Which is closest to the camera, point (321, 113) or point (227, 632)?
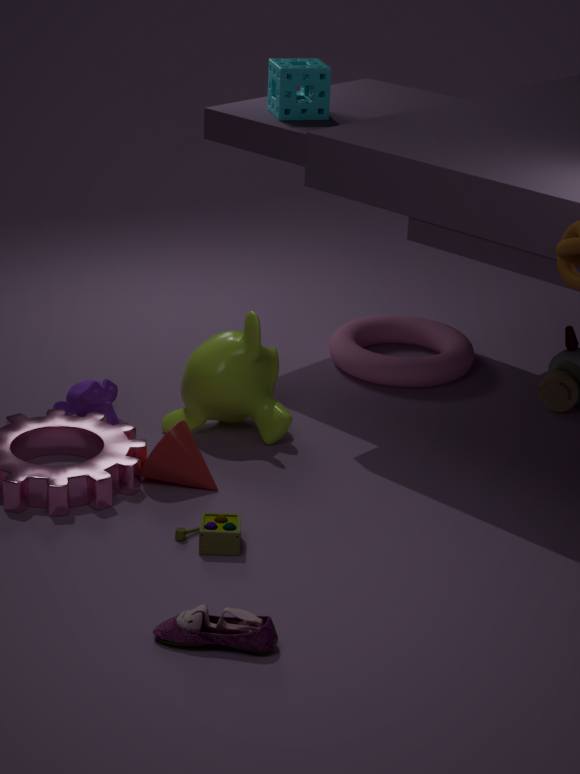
point (227, 632)
